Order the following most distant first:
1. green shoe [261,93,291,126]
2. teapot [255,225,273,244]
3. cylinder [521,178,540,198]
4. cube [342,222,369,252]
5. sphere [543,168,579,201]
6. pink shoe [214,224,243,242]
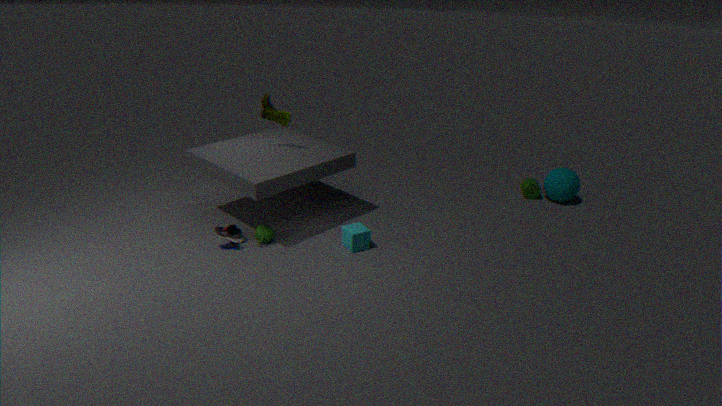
cylinder [521,178,540,198], sphere [543,168,579,201], green shoe [261,93,291,126], pink shoe [214,224,243,242], teapot [255,225,273,244], cube [342,222,369,252]
